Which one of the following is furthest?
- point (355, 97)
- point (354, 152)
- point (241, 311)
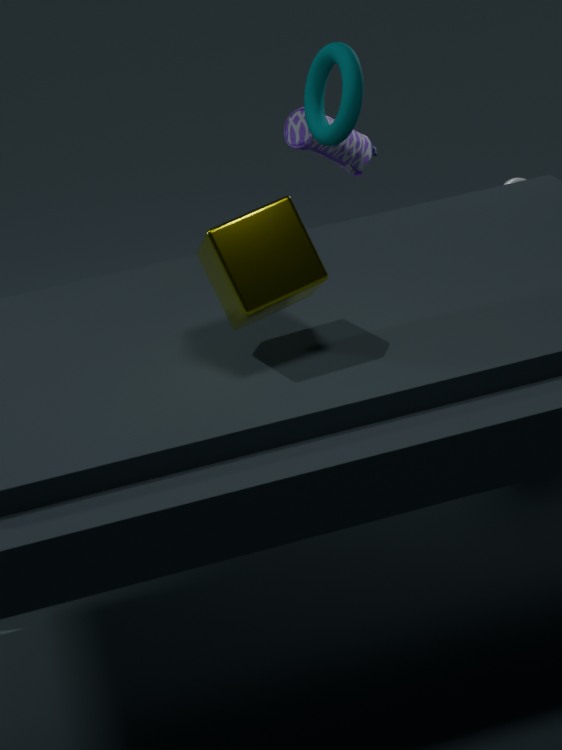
point (354, 152)
